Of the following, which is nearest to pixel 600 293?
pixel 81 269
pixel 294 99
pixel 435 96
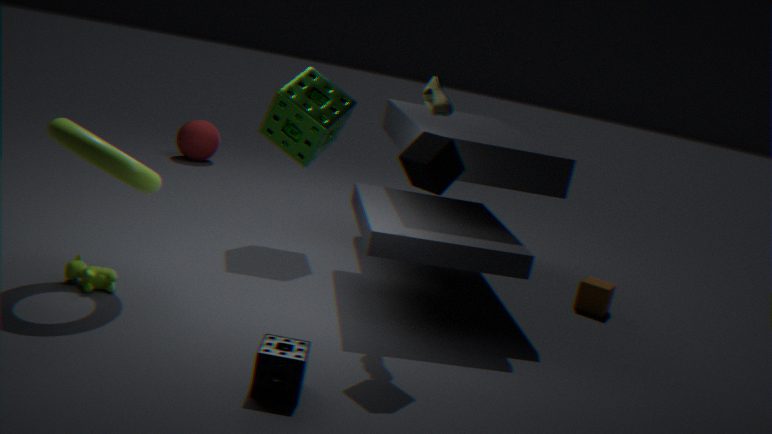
pixel 435 96
